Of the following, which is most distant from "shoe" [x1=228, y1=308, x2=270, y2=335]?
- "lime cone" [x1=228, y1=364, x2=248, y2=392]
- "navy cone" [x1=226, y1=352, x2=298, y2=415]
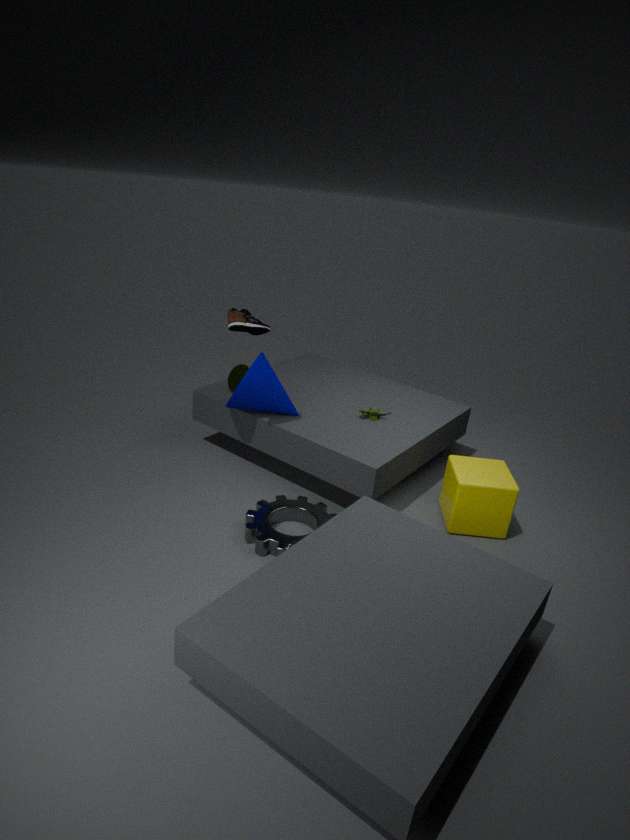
"lime cone" [x1=228, y1=364, x2=248, y2=392]
